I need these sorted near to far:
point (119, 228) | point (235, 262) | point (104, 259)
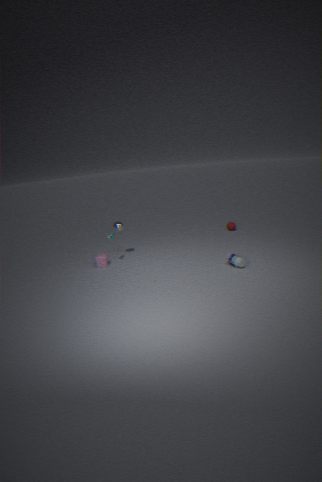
1. point (235, 262)
2. point (104, 259)
3. point (119, 228)
